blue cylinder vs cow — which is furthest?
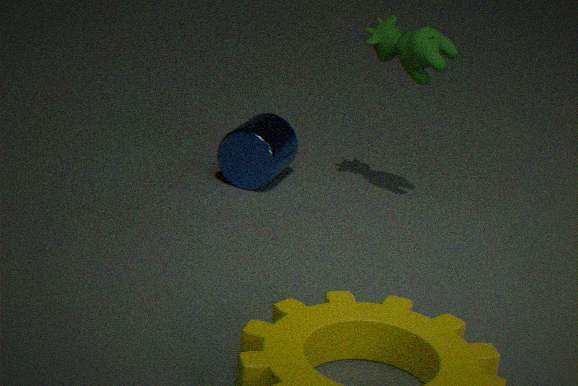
blue cylinder
